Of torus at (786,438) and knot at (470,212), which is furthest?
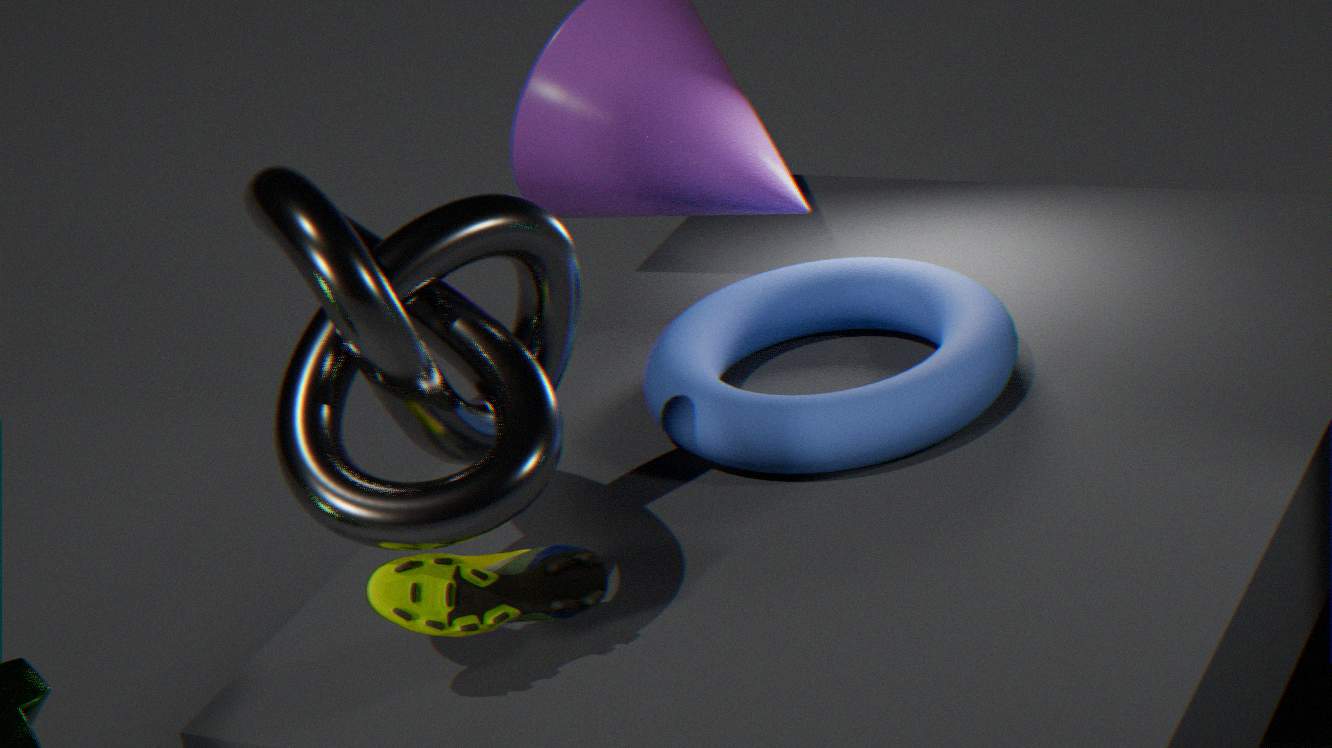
torus at (786,438)
